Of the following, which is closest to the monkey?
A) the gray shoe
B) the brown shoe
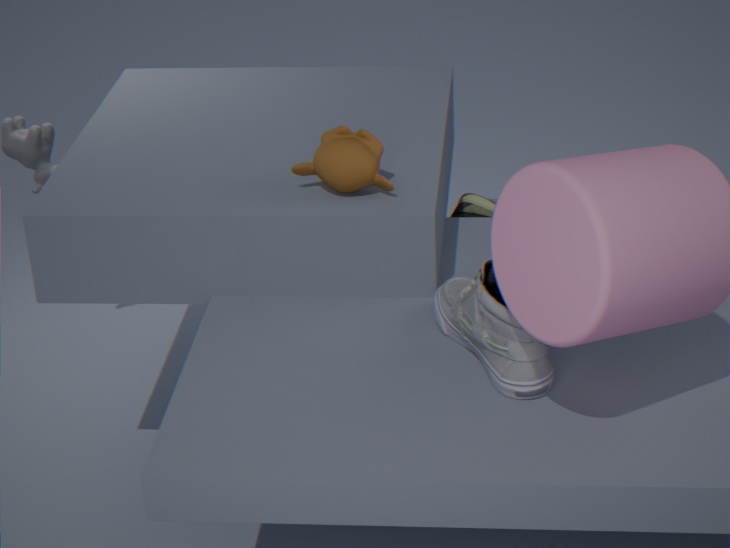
the gray shoe
